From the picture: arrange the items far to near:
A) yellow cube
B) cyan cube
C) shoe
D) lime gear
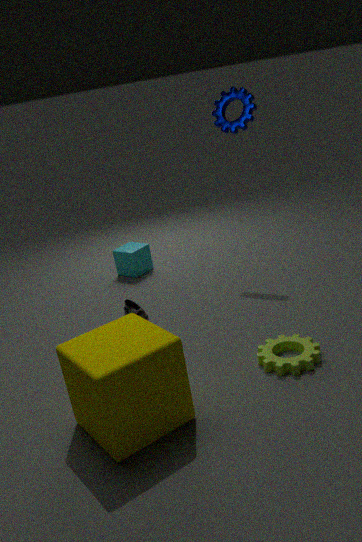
cyan cube → shoe → lime gear → yellow cube
